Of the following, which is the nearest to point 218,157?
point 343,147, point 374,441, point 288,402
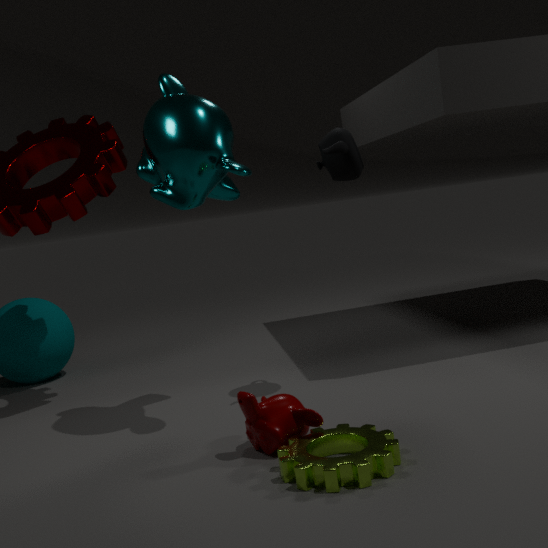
point 343,147
